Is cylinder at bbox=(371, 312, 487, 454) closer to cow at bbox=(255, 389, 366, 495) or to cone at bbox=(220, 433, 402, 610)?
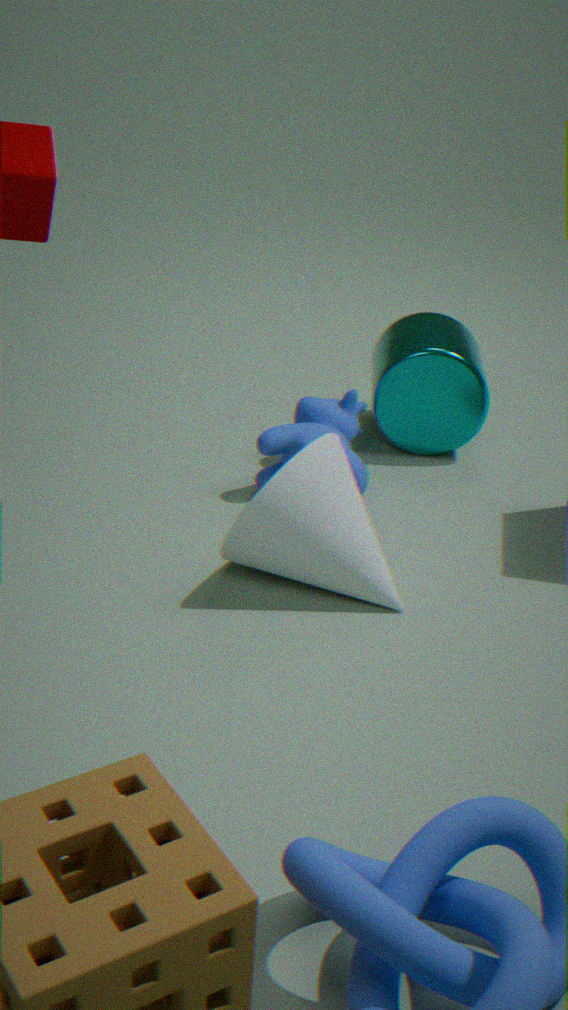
cow at bbox=(255, 389, 366, 495)
